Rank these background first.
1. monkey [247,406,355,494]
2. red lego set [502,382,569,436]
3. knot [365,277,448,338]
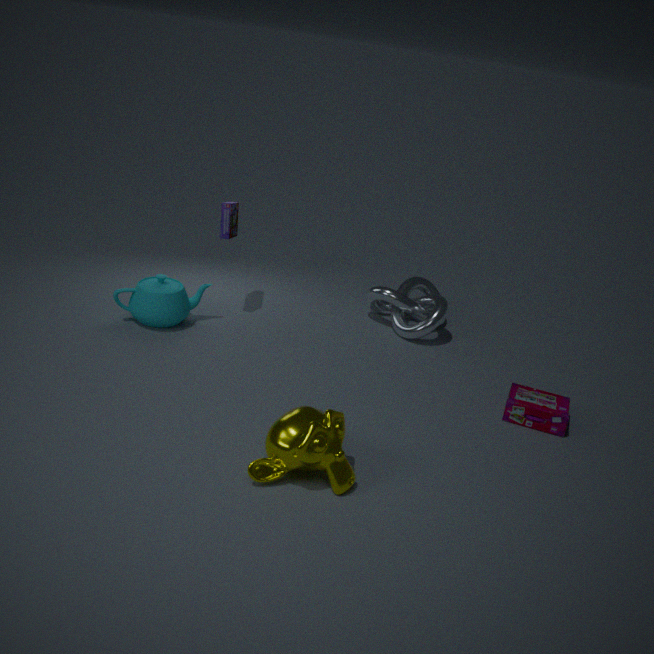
knot [365,277,448,338]
red lego set [502,382,569,436]
monkey [247,406,355,494]
